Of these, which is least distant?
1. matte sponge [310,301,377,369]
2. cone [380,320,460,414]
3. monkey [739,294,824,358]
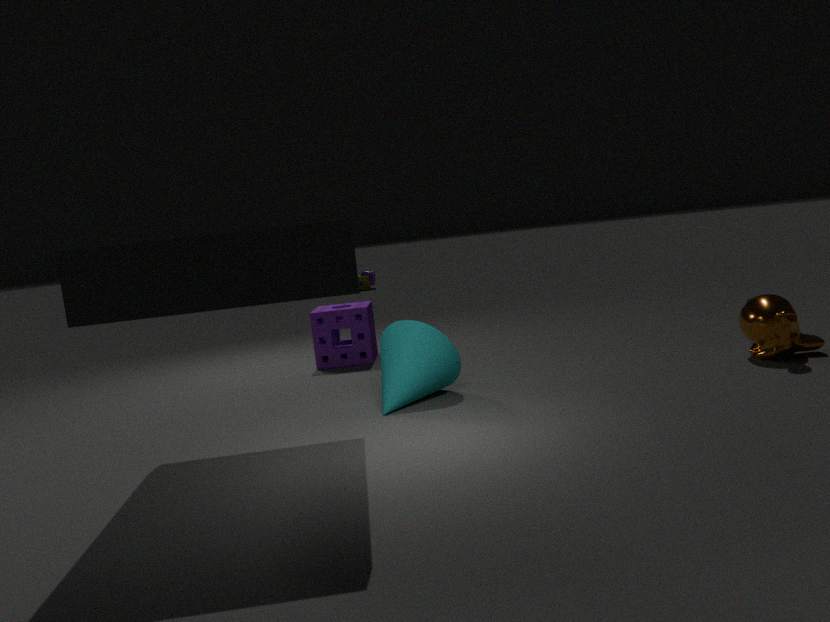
cone [380,320,460,414]
